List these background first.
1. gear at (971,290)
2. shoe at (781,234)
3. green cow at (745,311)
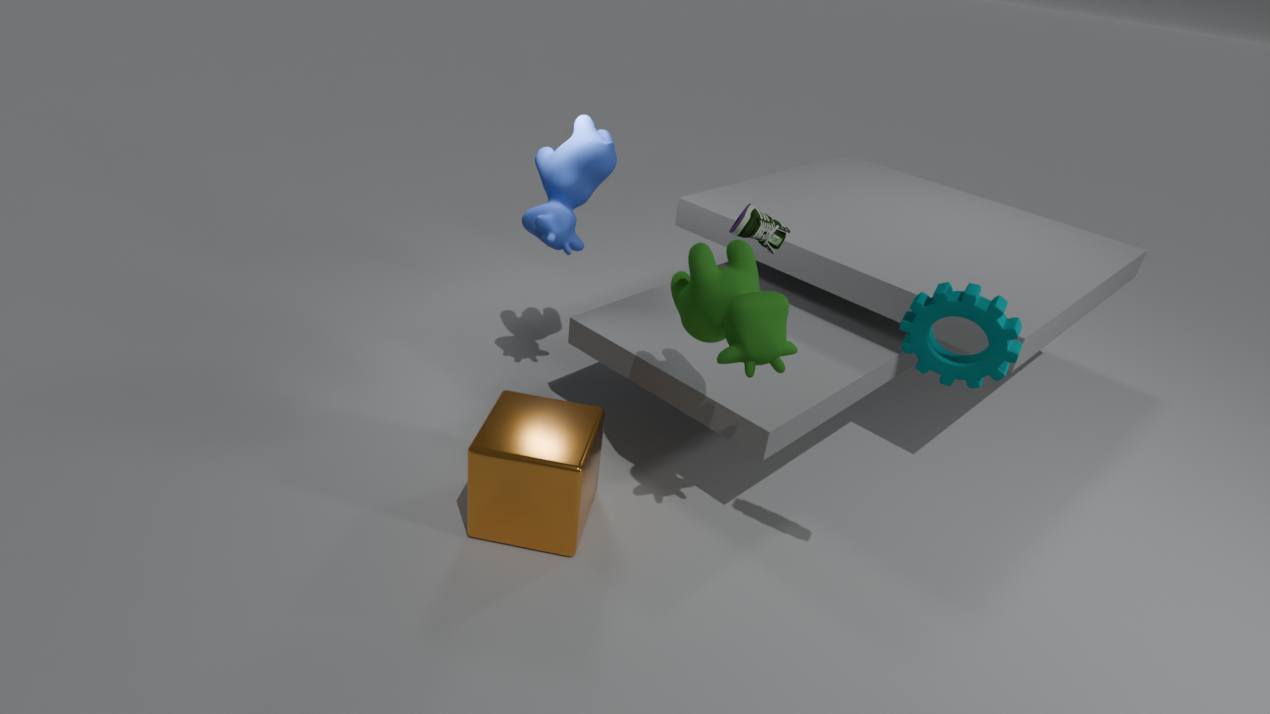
shoe at (781,234) → green cow at (745,311) → gear at (971,290)
